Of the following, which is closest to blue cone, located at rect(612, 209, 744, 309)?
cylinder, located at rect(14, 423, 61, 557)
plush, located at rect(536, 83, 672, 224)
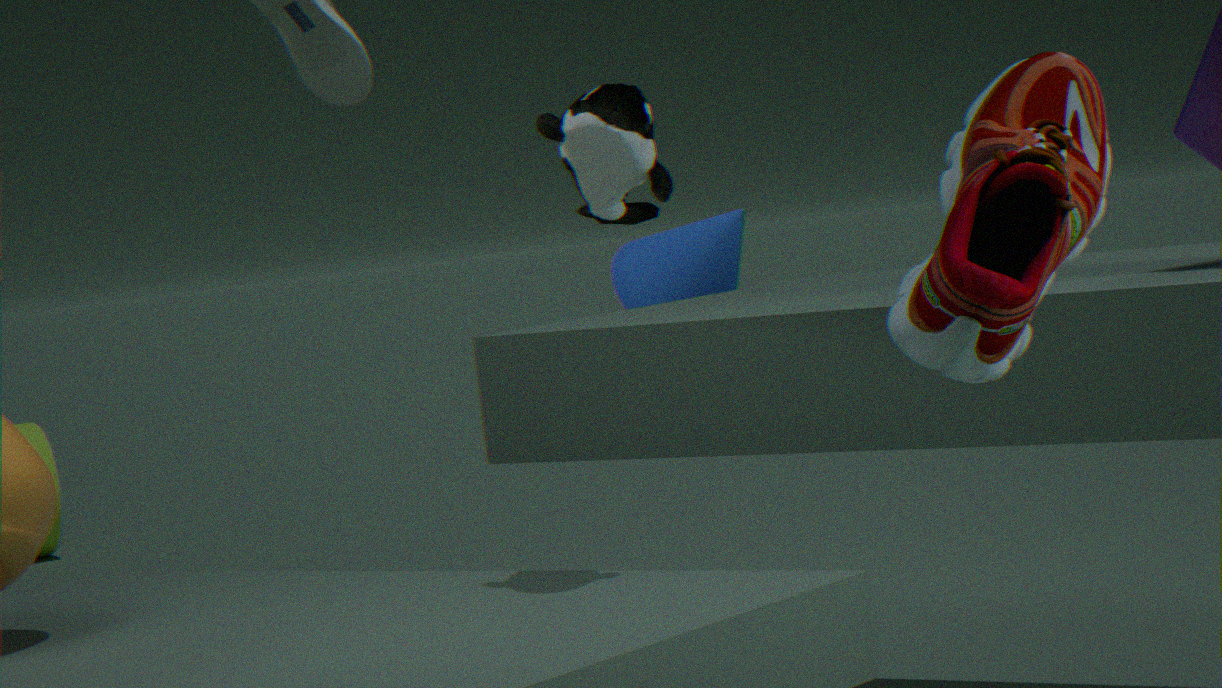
plush, located at rect(536, 83, 672, 224)
